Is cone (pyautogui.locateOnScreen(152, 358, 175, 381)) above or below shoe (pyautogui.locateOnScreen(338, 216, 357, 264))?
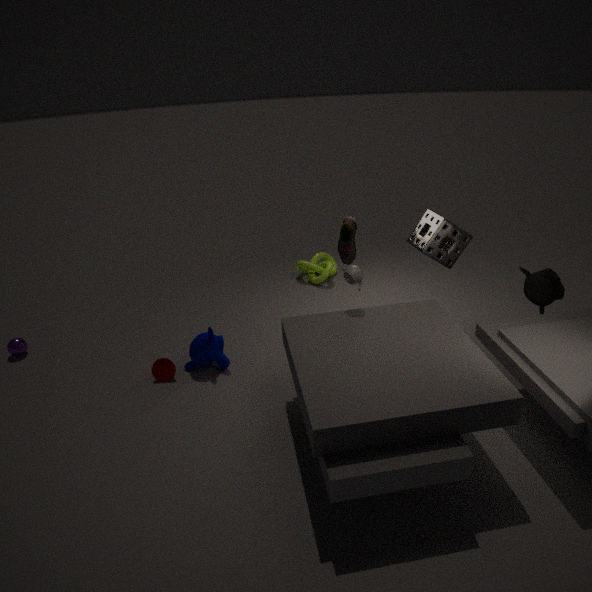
below
